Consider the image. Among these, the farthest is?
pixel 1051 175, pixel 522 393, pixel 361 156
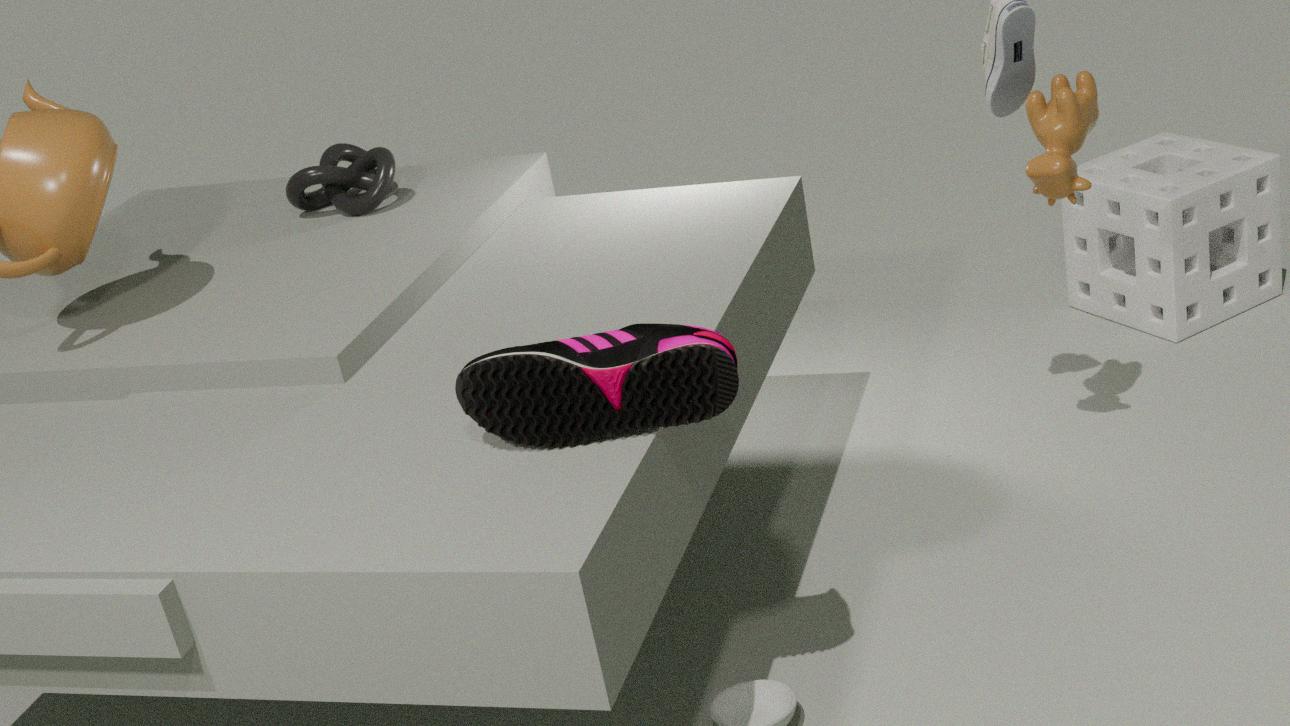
pixel 361 156
